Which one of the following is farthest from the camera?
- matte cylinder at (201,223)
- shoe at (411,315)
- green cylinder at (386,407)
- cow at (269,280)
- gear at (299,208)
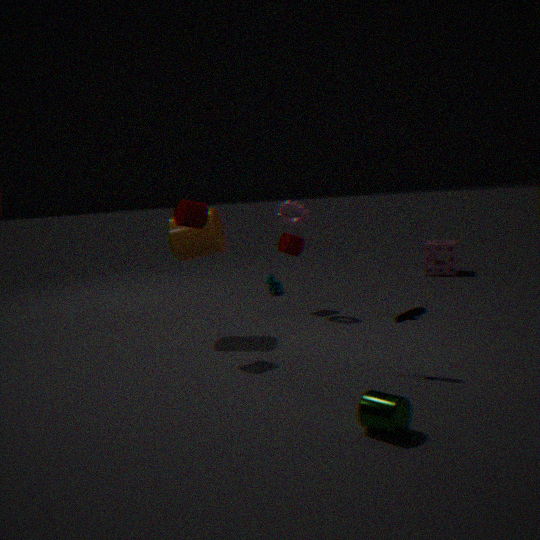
cow at (269,280)
